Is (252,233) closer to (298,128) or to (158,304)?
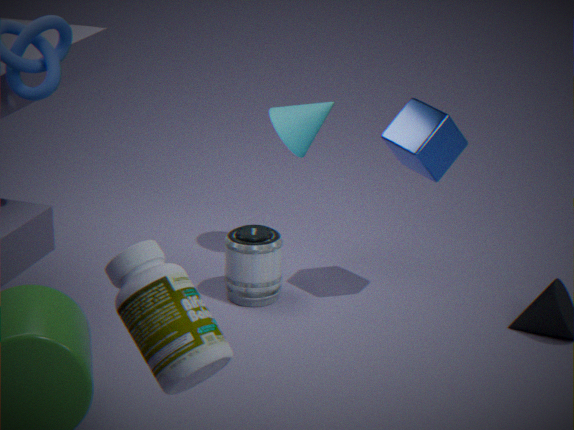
(298,128)
